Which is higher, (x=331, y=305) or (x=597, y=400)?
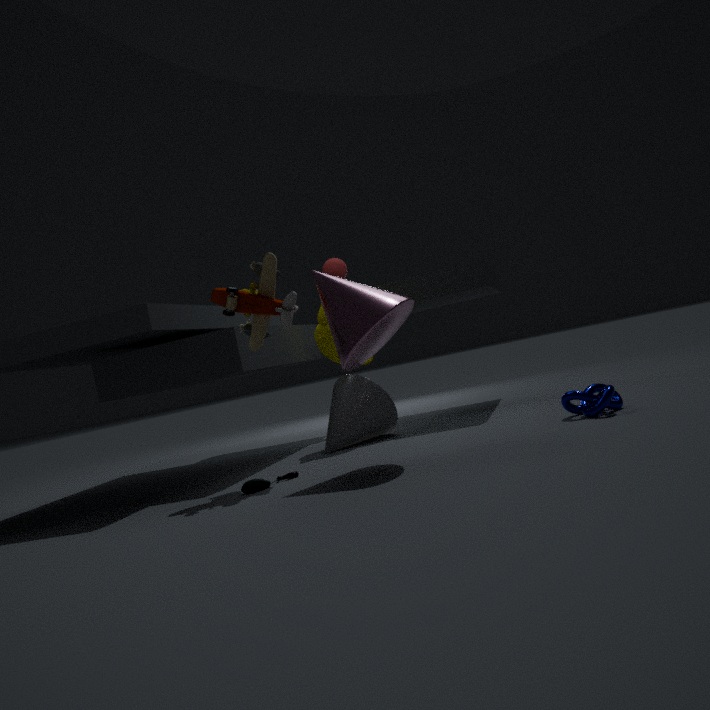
(x=331, y=305)
